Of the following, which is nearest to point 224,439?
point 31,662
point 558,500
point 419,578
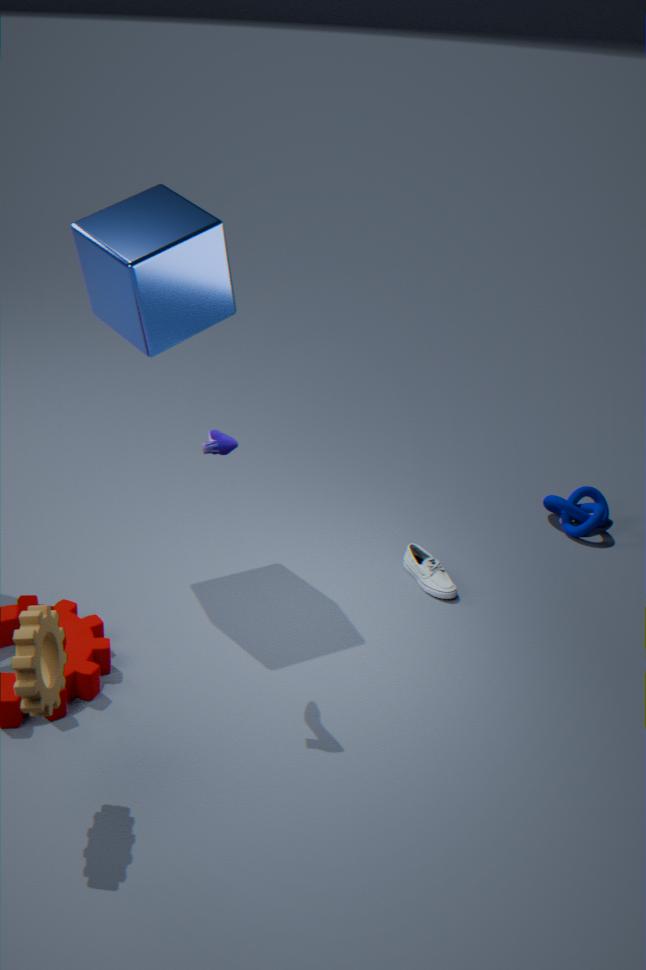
point 31,662
